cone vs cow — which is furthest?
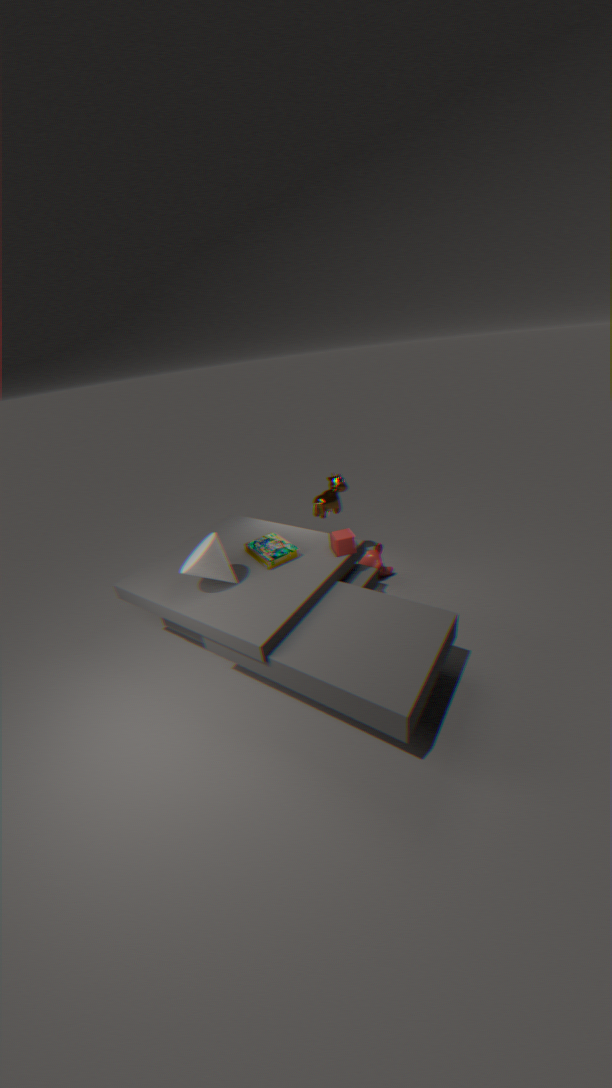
cow
